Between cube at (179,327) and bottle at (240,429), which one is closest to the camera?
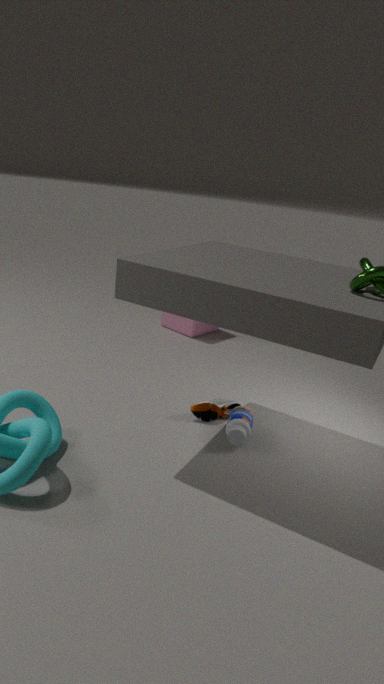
bottle at (240,429)
